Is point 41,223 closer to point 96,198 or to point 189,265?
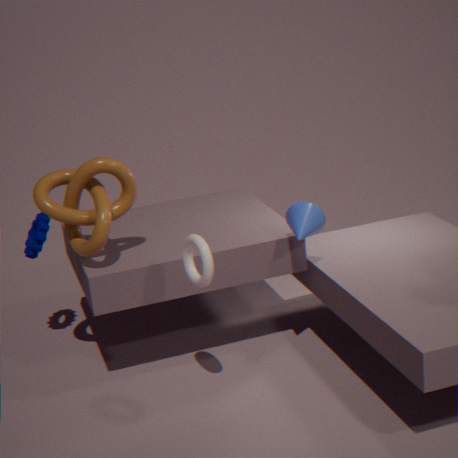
point 96,198
